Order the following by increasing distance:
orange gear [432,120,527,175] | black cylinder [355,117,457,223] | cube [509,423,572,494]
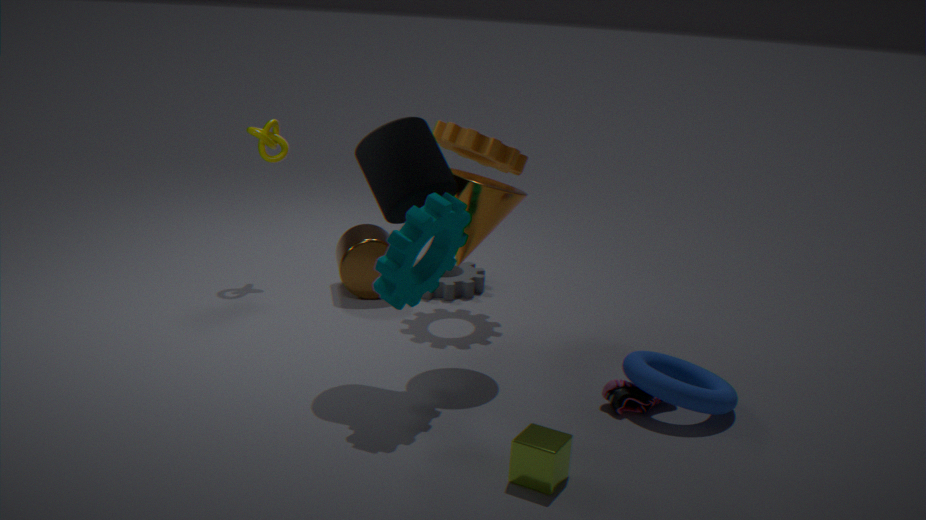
1. cube [509,423,572,494]
2. black cylinder [355,117,457,223]
3. orange gear [432,120,527,175]
